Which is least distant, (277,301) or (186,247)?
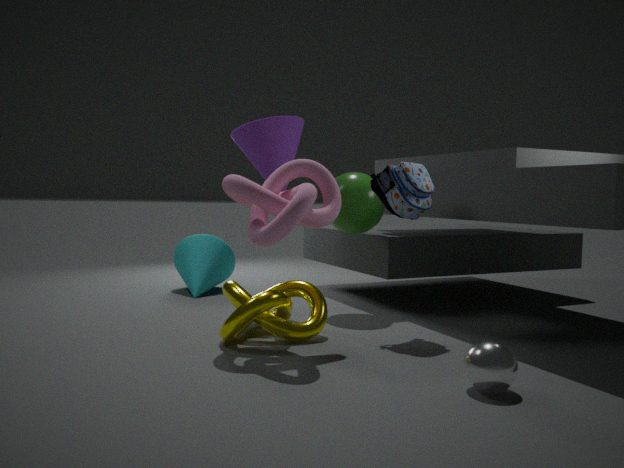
(277,301)
